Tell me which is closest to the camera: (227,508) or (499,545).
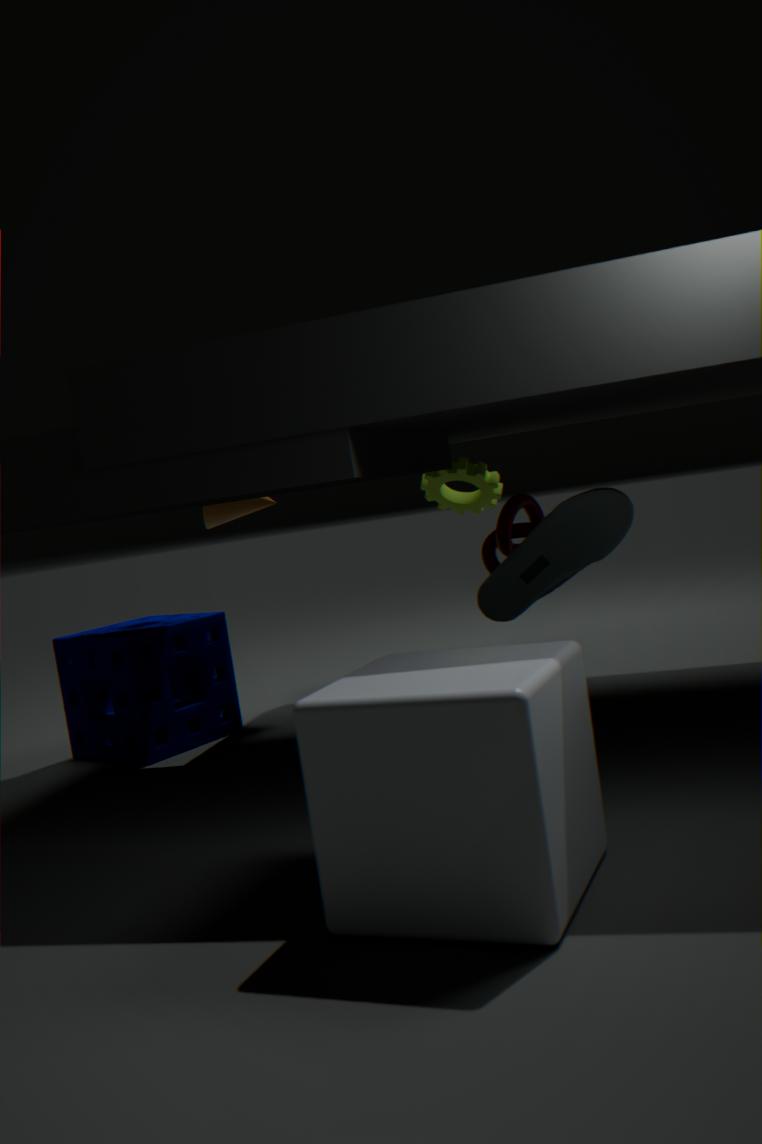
(499,545)
